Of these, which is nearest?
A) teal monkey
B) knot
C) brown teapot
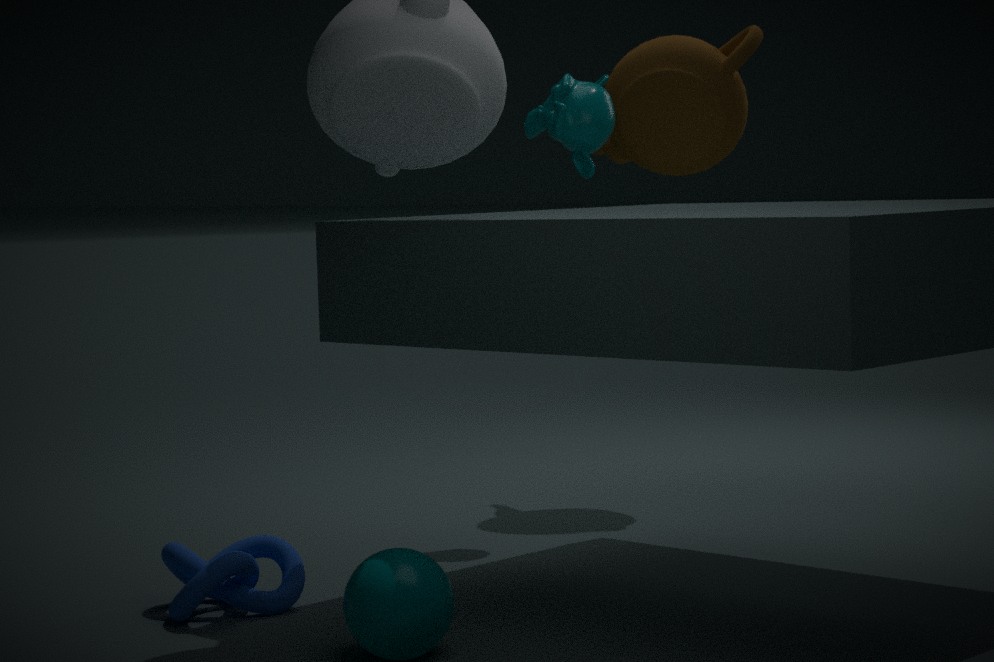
knot
